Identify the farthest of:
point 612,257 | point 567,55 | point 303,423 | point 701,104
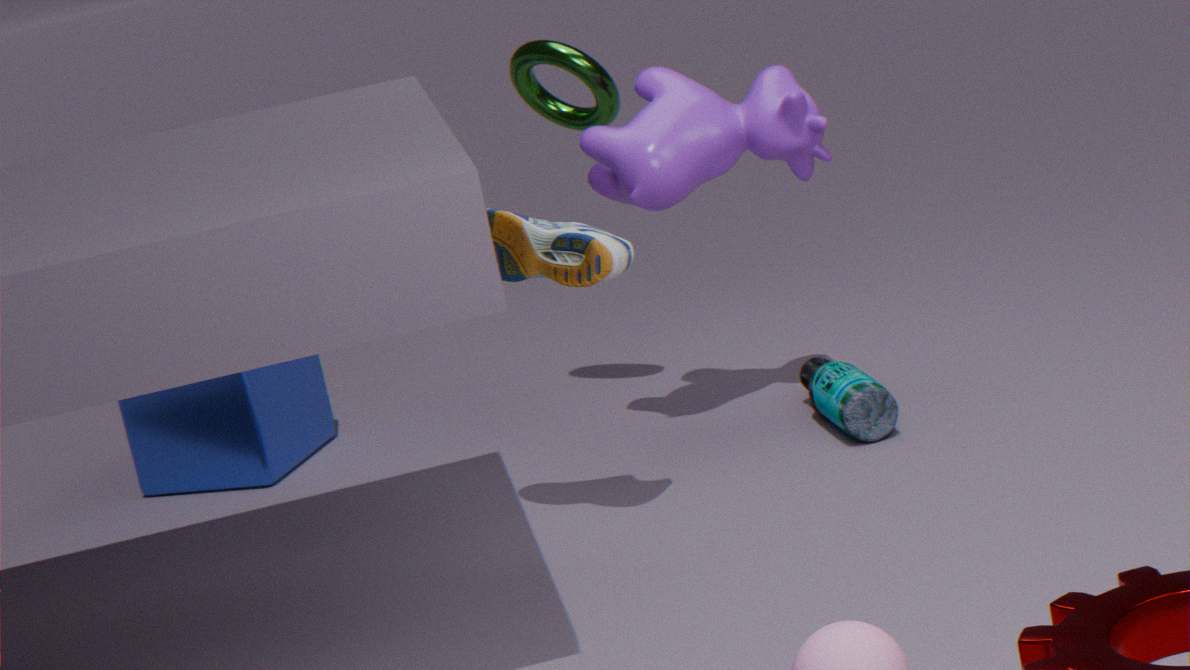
point 303,423
